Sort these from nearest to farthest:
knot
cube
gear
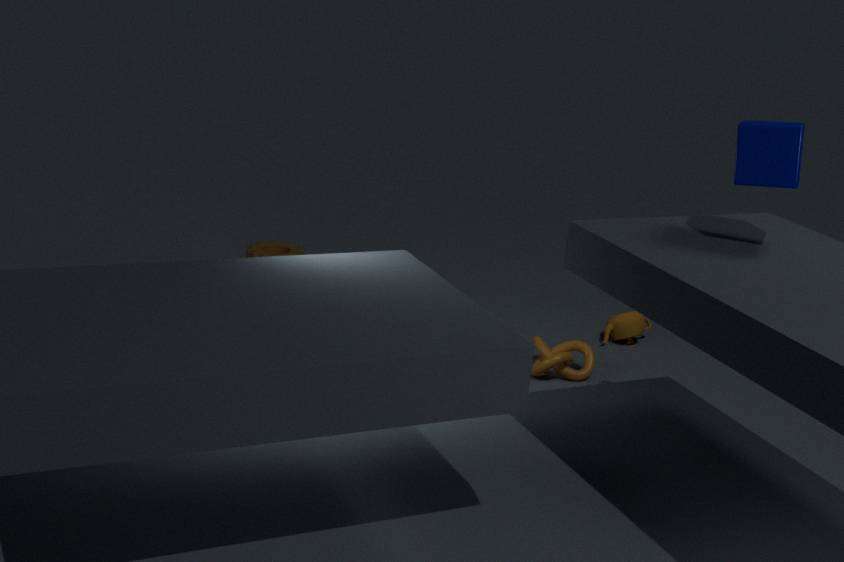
cube < knot < gear
